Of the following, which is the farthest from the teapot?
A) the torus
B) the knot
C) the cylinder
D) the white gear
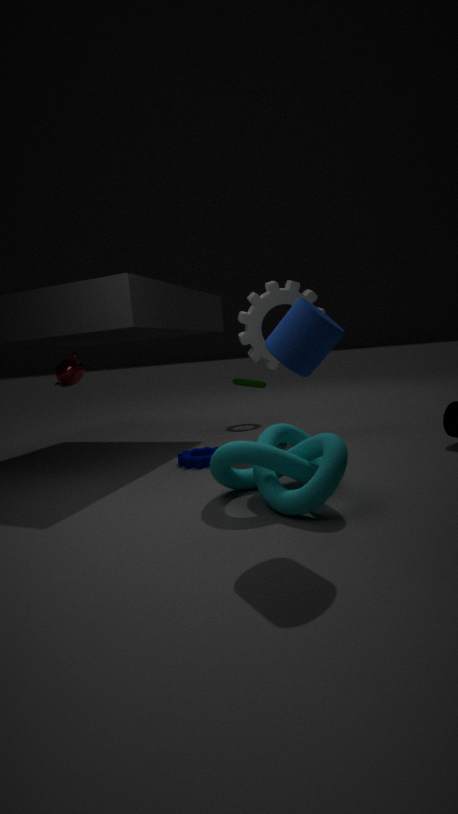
the cylinder
